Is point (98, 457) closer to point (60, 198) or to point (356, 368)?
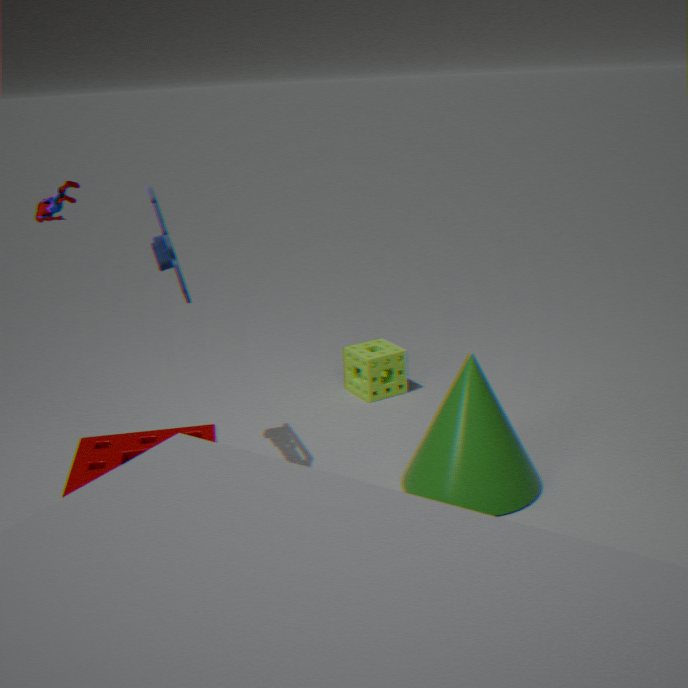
point (60, 198)
